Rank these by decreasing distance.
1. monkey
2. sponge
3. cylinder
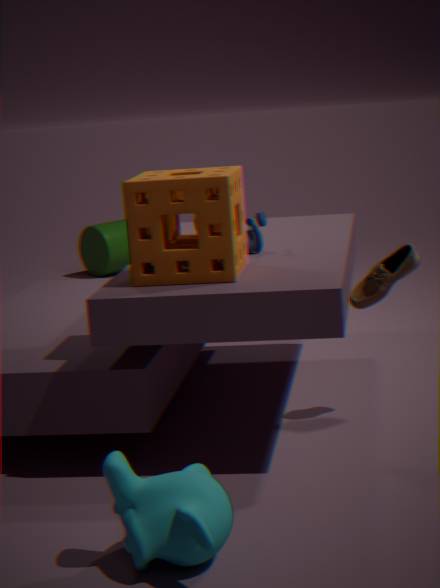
cylinder
sponge
monkey
